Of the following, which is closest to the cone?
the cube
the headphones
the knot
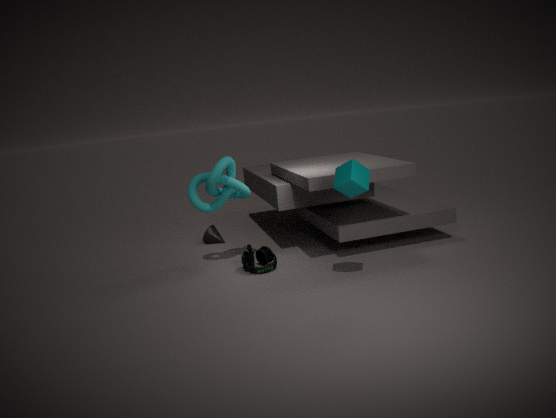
the headphones
